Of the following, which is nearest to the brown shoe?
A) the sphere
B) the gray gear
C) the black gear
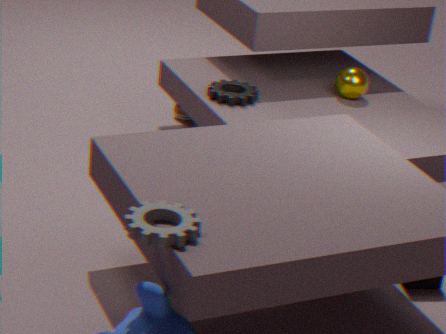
the black gear
